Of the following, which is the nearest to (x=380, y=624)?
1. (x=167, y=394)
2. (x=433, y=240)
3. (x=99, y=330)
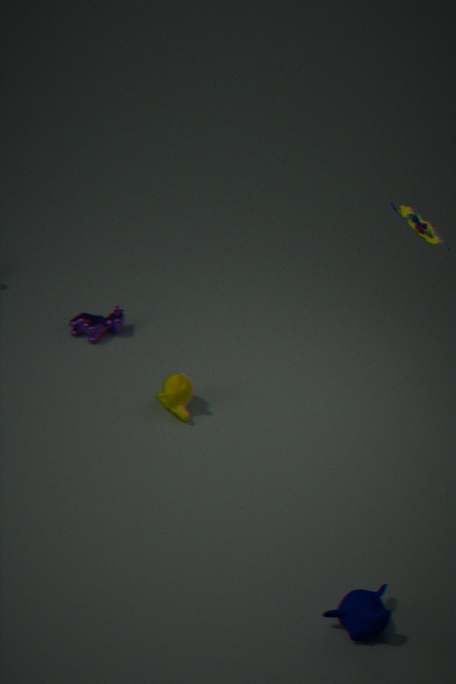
(x=167, y=394)
